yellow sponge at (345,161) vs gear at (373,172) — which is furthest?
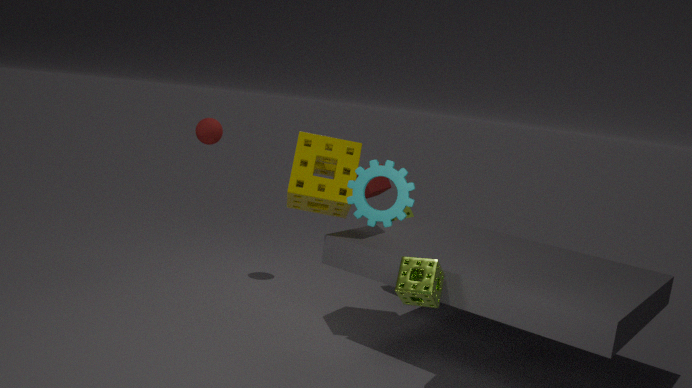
yellow sponge at (345,161)
